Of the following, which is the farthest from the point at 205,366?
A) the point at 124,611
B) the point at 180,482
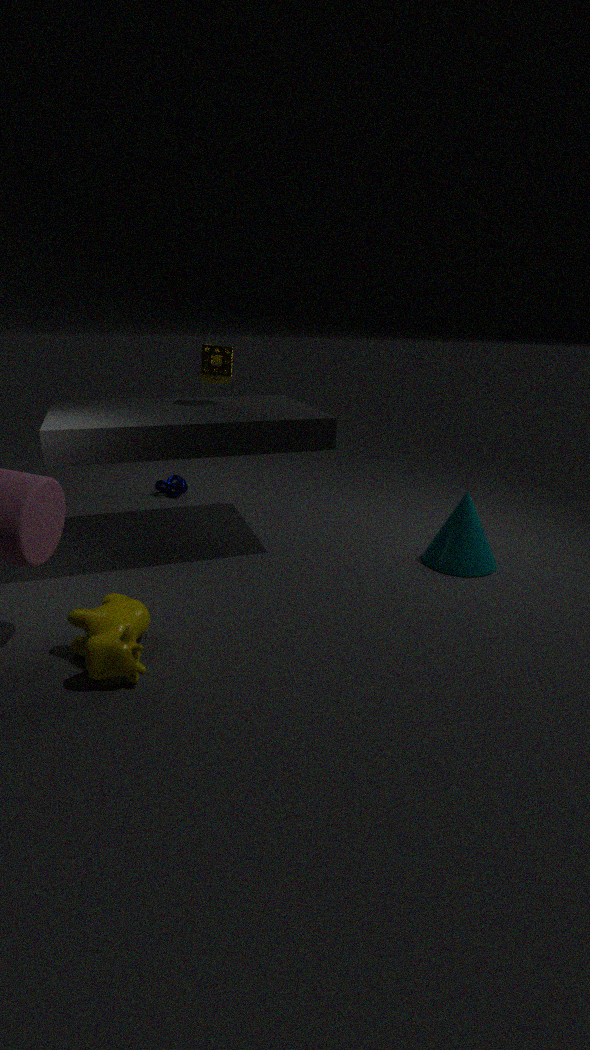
the point at 124,611
